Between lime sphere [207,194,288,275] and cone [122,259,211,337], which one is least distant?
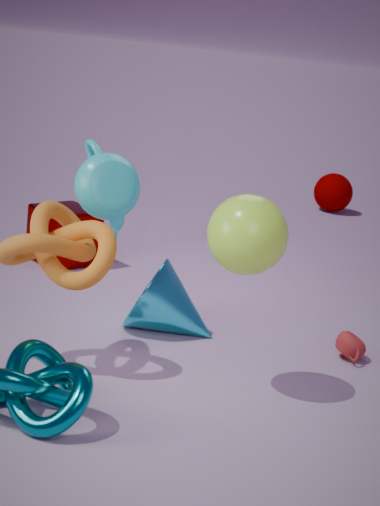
lime sphere [207,194,288,275]
